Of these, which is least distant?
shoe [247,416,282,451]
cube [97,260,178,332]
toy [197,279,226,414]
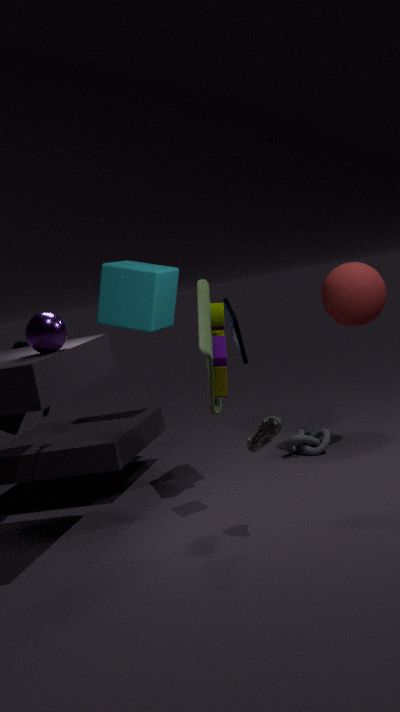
shoe [247,416,282,451]
